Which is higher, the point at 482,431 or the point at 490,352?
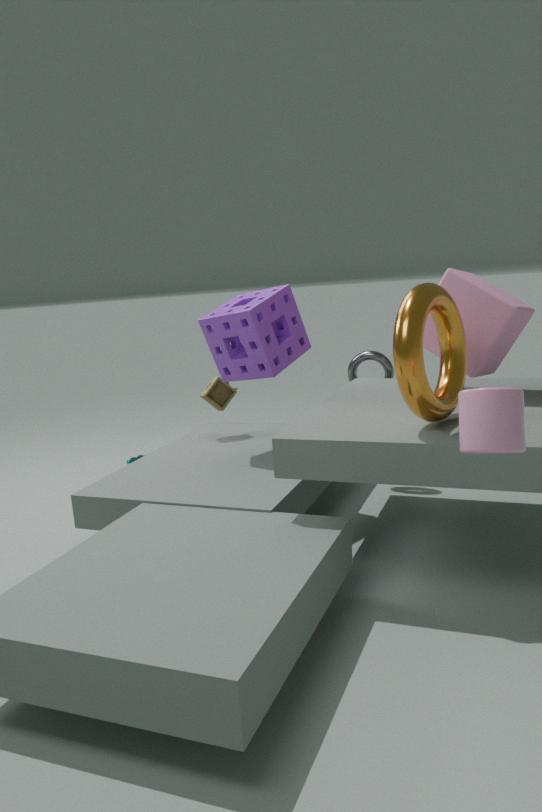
the point at 490,352
